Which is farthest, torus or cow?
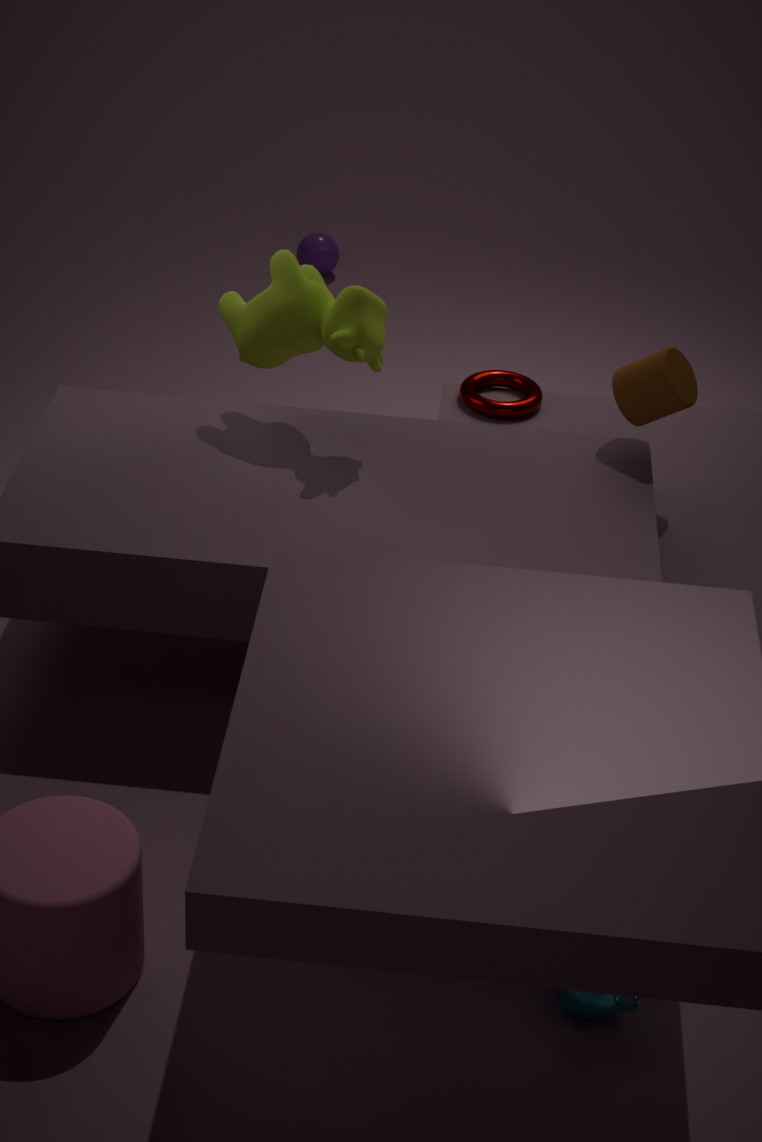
torus
